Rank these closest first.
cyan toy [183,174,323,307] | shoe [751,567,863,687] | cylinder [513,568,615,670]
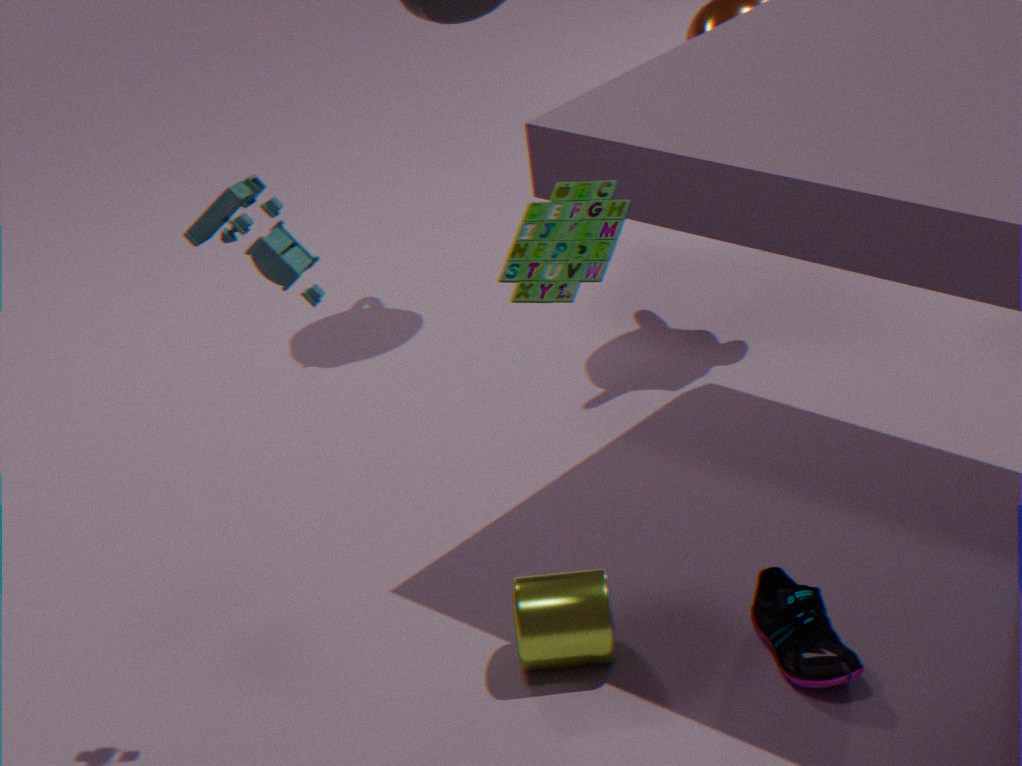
cyan toy [183,174,323,307] < shoe [751,567,863,687] < cylinder [513,568,615,670]
